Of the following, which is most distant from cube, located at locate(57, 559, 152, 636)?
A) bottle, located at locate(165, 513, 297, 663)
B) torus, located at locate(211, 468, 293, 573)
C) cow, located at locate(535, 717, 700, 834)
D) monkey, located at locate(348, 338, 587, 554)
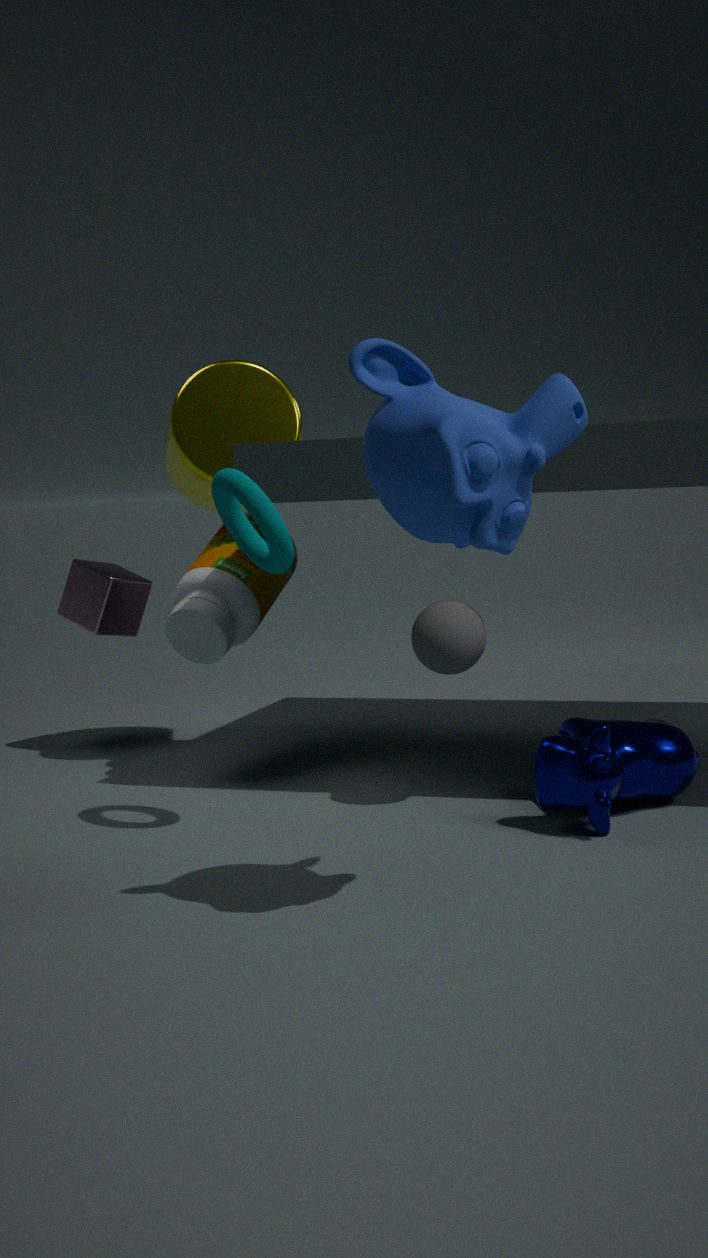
monkey, located at locate(348, 338, 587, 554)
